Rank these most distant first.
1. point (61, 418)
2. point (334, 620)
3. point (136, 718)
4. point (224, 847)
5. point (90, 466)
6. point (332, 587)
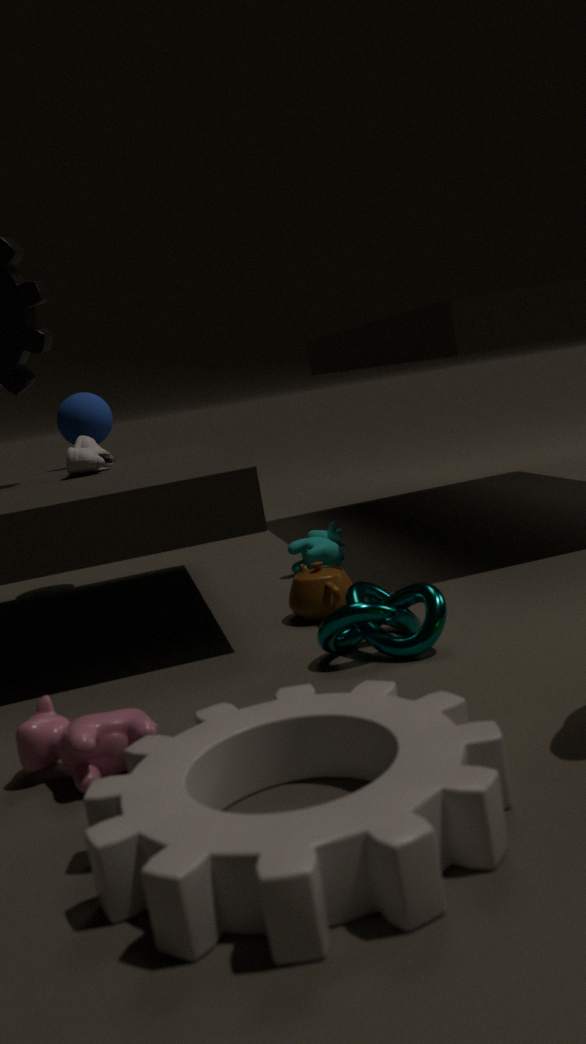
1. point (61, 418)
2. point (90, 466)
3. point (332, 587)
4. point (334, 620)
5. point (136, 718)
6. point (224, 847)
